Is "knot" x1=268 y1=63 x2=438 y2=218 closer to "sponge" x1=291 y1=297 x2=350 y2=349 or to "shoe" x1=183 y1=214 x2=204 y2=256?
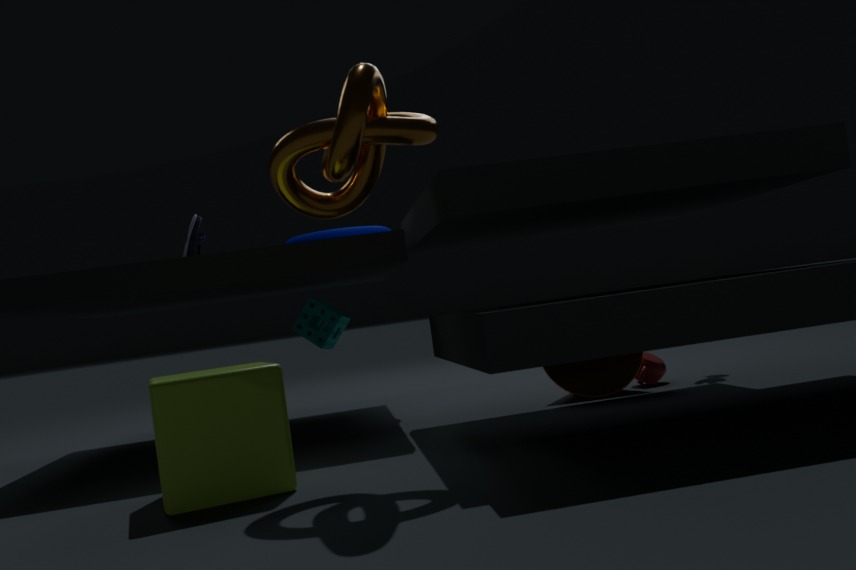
"shoe" x1=183 y1=214 x2=204 y2=256
